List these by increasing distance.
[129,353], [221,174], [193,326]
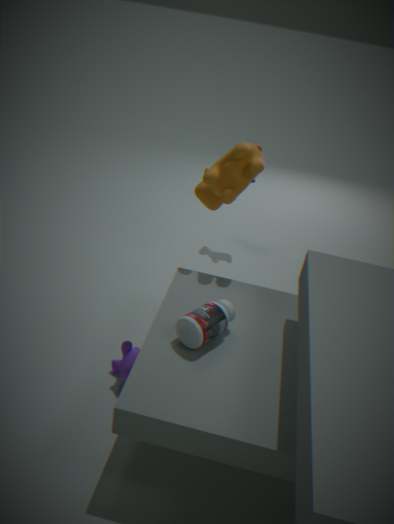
[193,326] < [129,353] < [221,174]
